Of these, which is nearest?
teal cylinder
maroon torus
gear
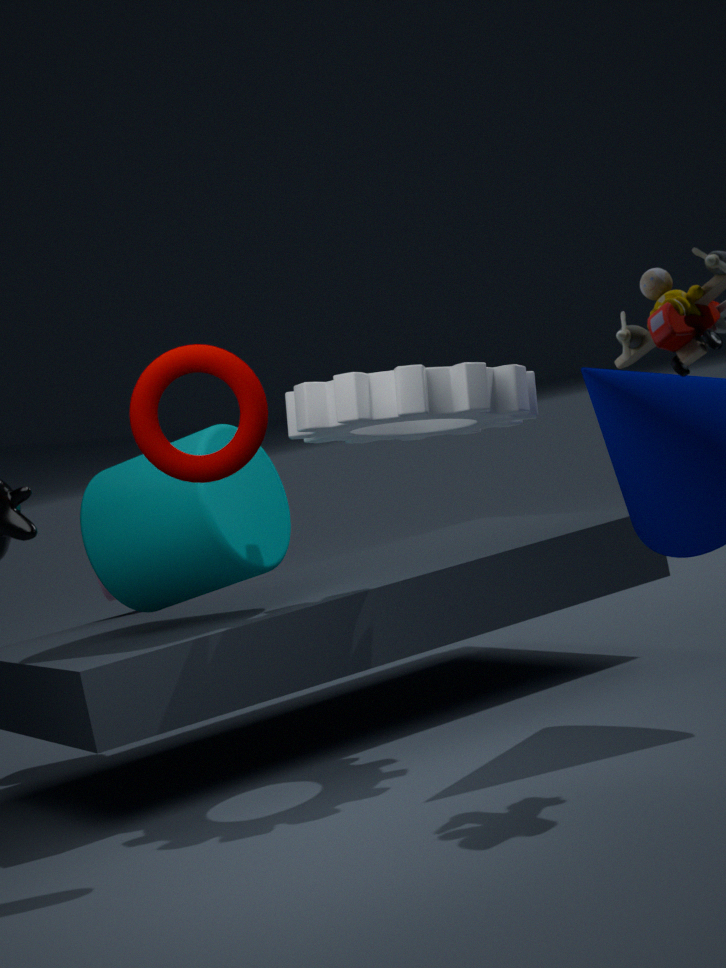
maroon torus
